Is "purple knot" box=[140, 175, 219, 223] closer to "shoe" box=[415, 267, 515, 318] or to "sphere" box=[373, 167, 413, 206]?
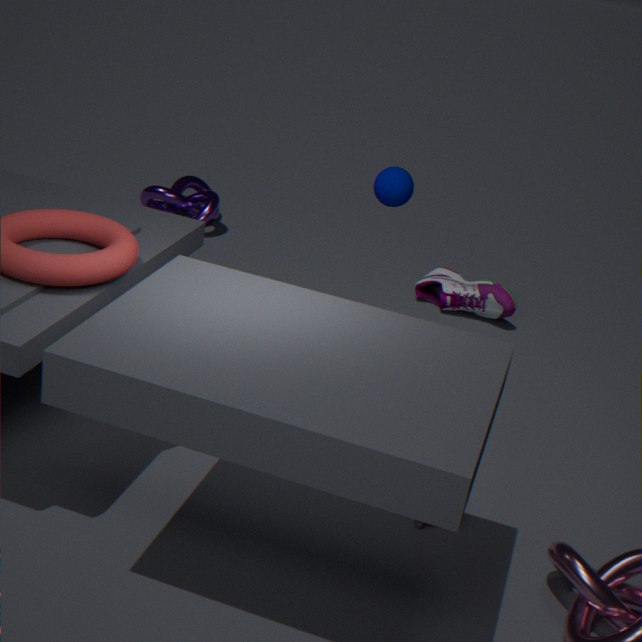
"shoe" box=[415, 267, 515, 318]
